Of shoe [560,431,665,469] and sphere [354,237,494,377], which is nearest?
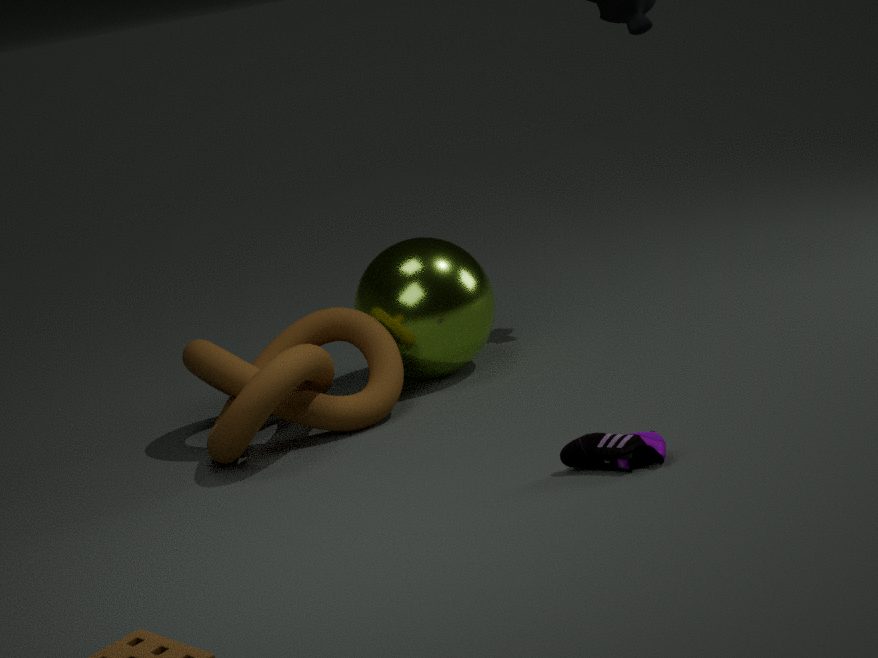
shoe [560,431,665,469]
